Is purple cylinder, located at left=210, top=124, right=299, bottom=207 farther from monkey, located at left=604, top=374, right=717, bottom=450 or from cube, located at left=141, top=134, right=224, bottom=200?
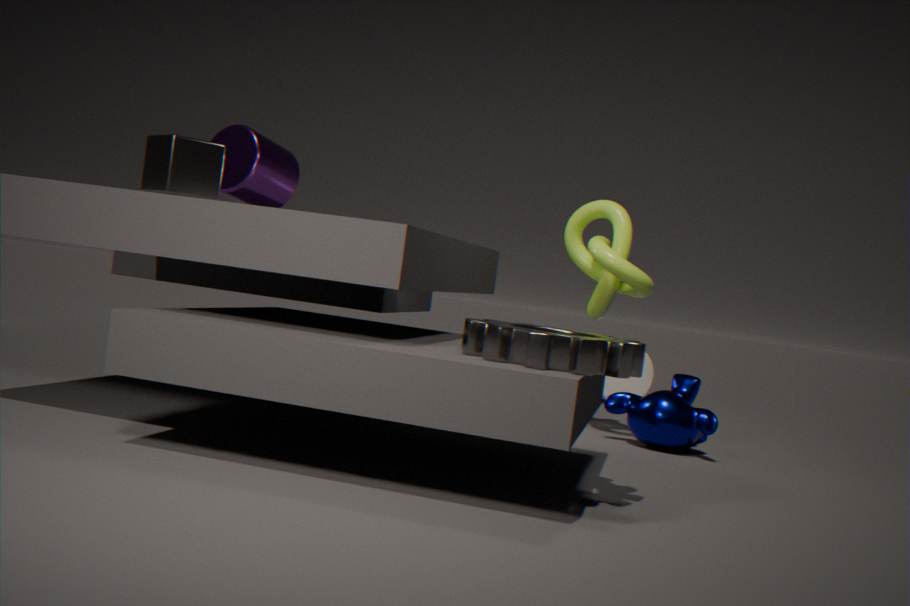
monkey, located at left=604, top=374, right=717, bottom=450
